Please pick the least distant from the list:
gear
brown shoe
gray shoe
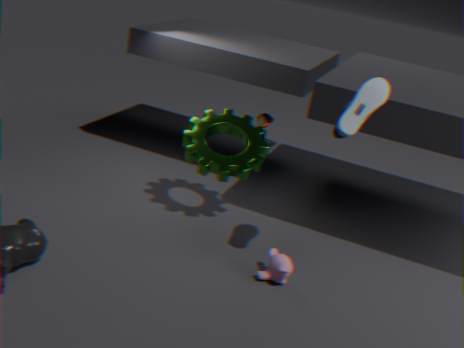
gray shoe
